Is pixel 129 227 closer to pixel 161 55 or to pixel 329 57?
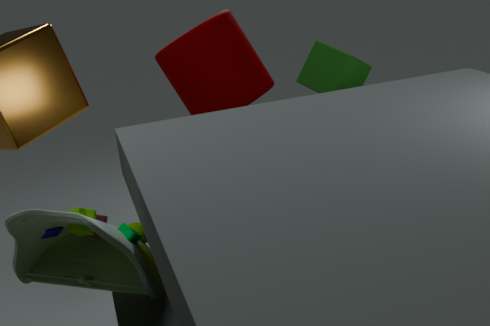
pixel 161 55
